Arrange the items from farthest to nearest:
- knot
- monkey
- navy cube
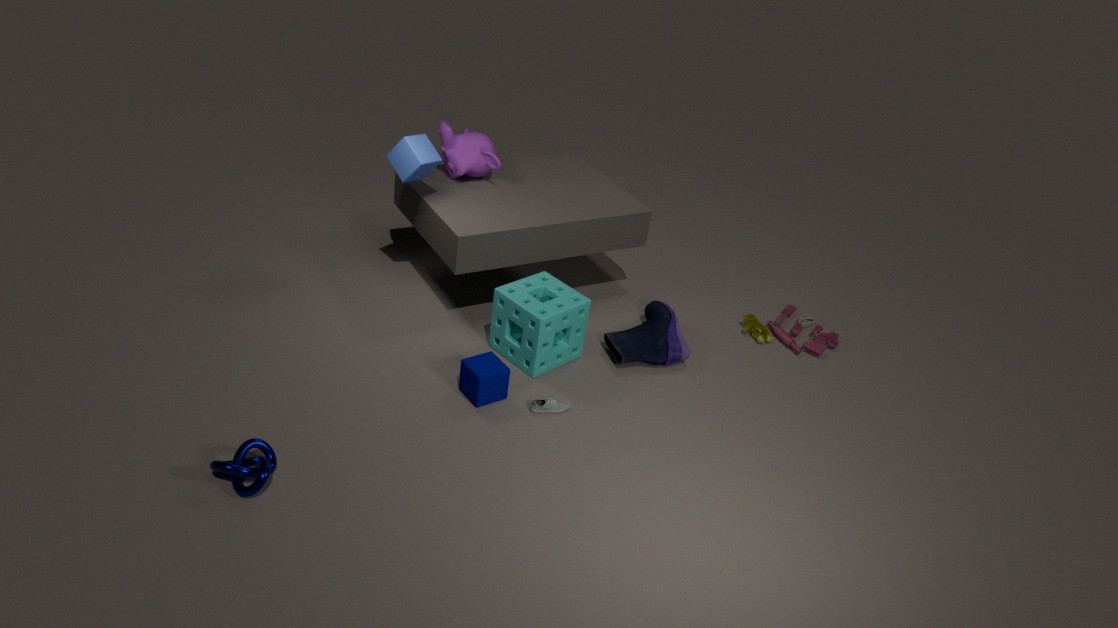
1. monkey
2. navy cube
3. knot
